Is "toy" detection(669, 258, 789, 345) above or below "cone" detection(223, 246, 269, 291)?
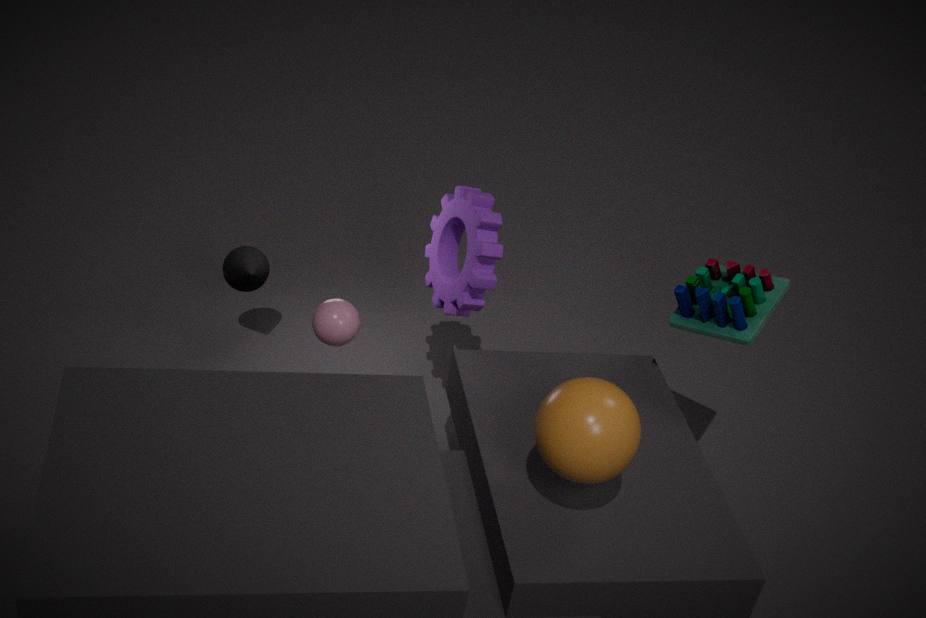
above
